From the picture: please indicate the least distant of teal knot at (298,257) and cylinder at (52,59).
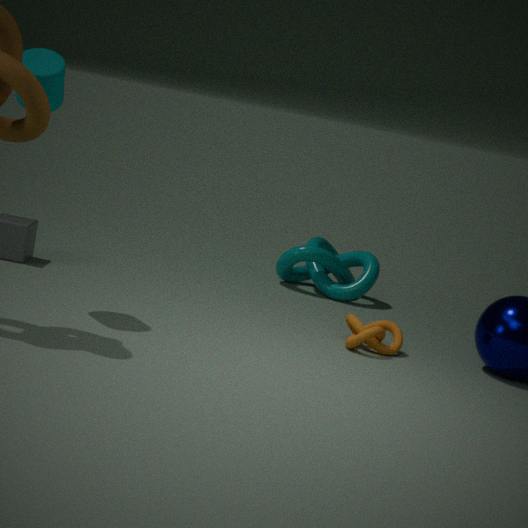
cylinder at (52,59)
